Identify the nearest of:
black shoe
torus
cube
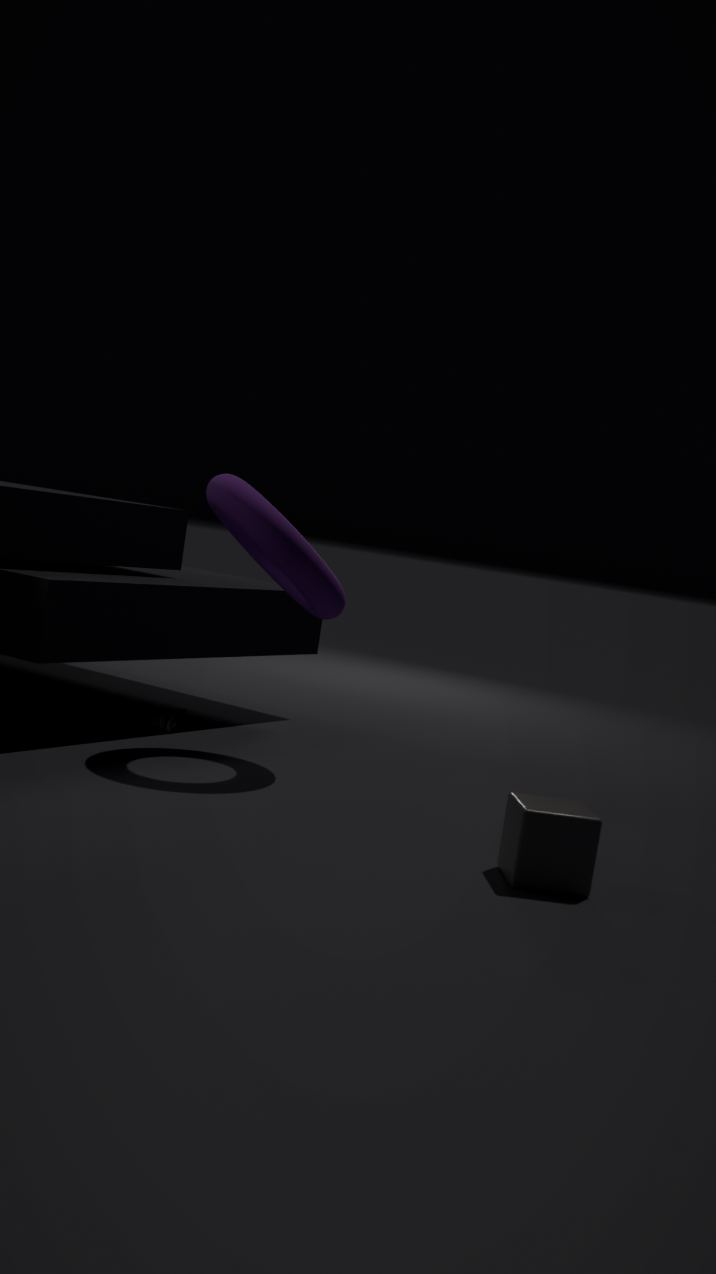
cube
